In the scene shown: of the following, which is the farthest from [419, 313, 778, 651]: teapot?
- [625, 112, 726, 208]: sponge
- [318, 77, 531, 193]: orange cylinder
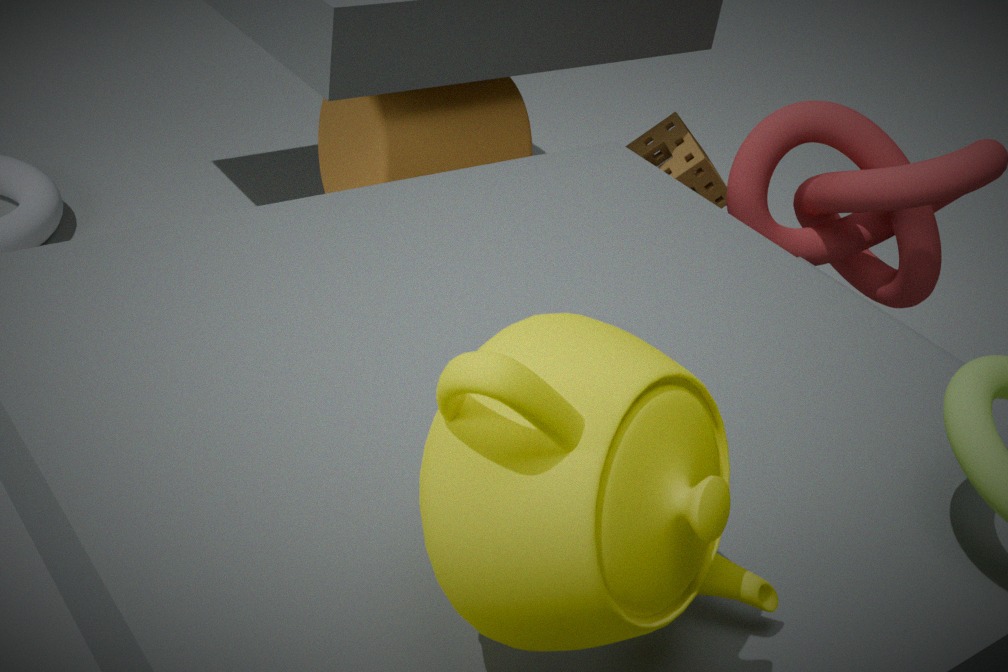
[625, 112, 726, 208]: sponge
